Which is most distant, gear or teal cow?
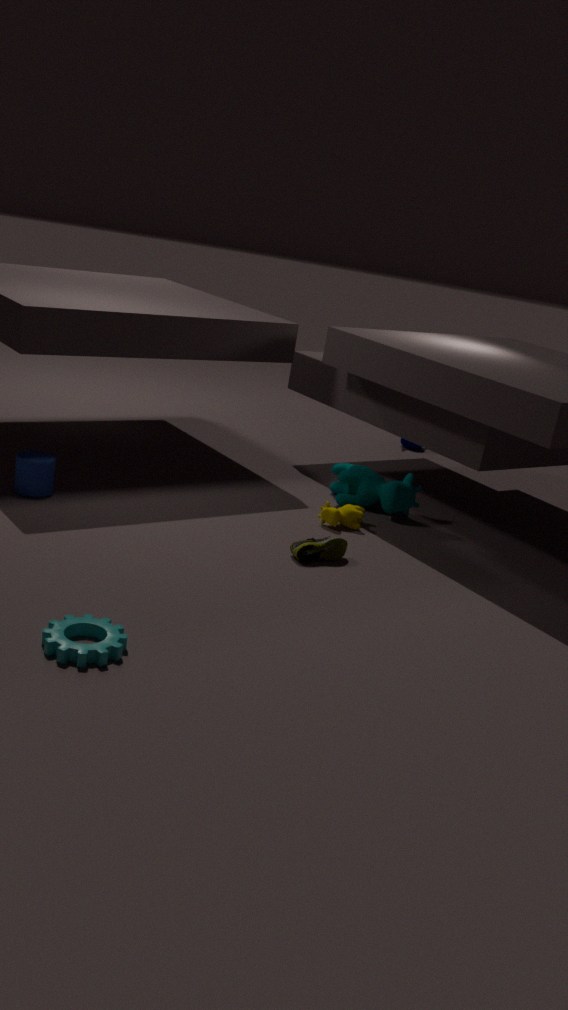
teal cow
